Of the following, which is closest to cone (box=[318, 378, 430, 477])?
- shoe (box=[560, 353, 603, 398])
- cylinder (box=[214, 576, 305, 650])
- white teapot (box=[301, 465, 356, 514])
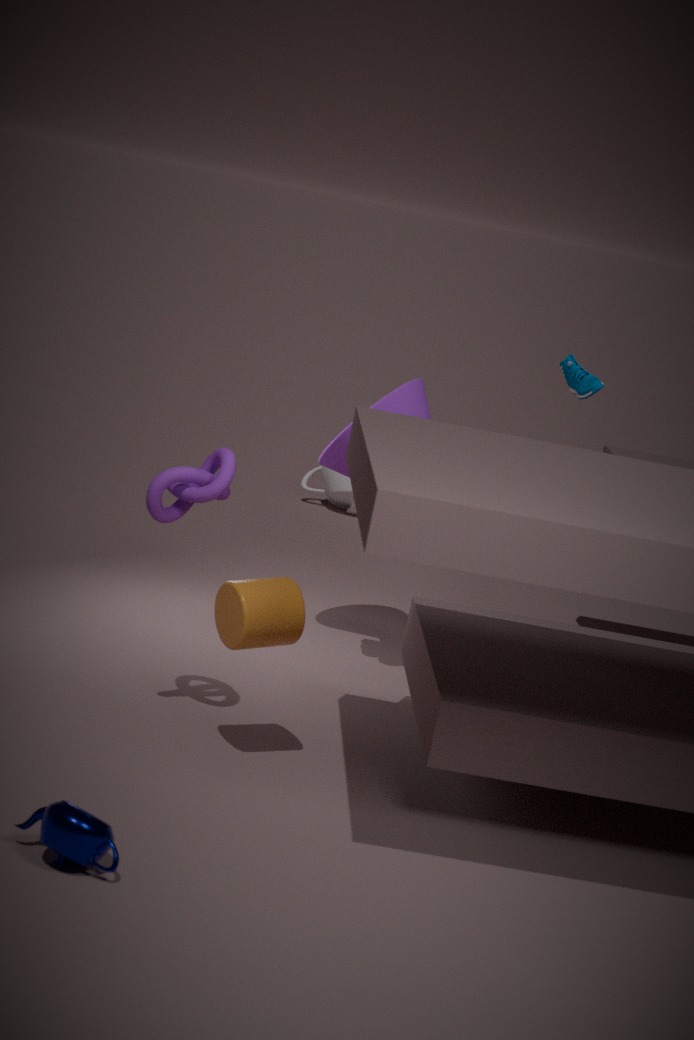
shoe (box=[560, 353, 603, 398])
